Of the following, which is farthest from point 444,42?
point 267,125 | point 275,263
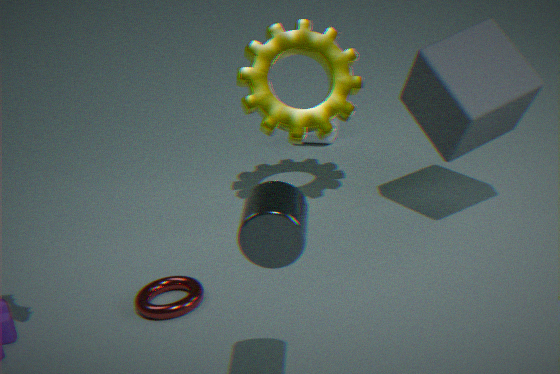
point 275,263
